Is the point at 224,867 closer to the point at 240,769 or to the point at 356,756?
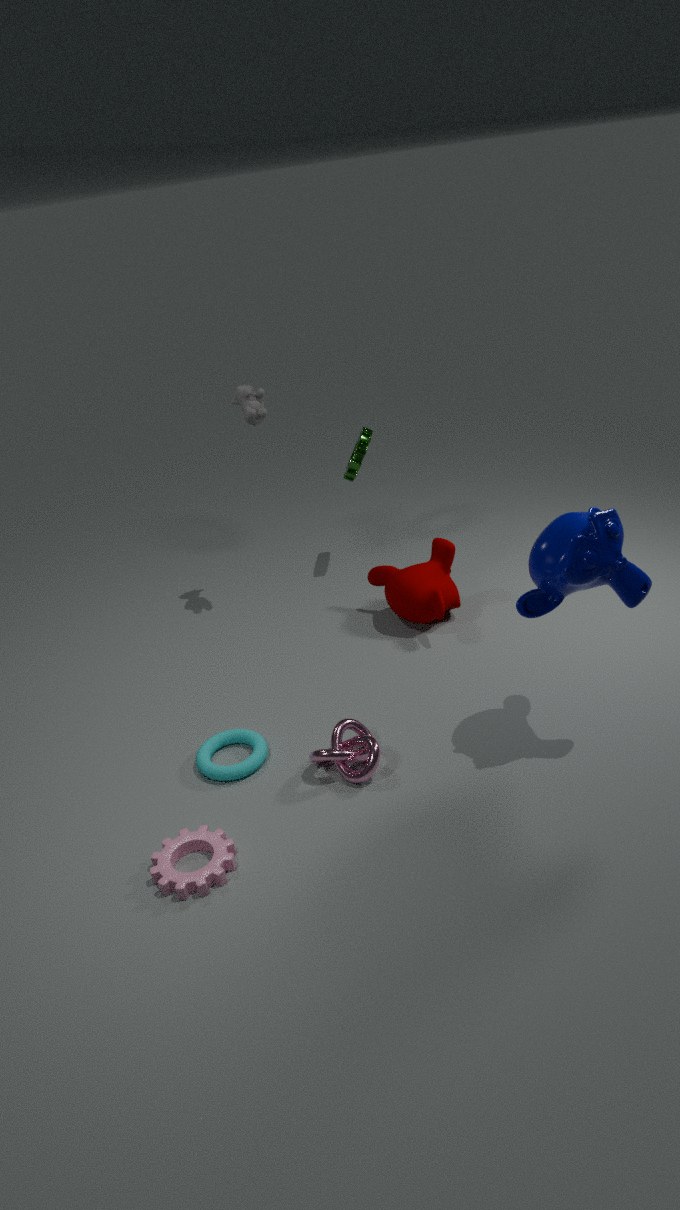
the point at 240,769
